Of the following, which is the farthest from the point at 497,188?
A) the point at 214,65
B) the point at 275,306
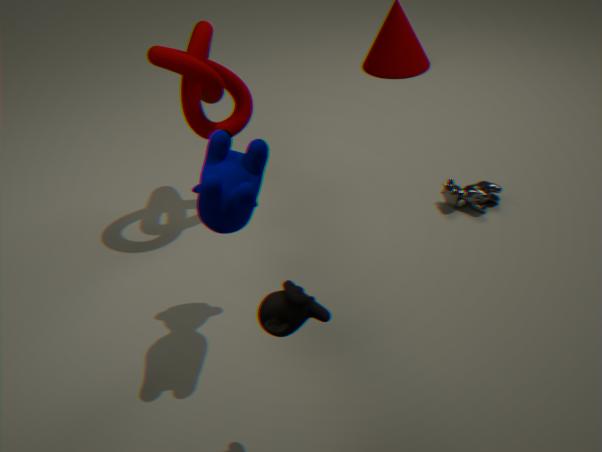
the point at 275,306
